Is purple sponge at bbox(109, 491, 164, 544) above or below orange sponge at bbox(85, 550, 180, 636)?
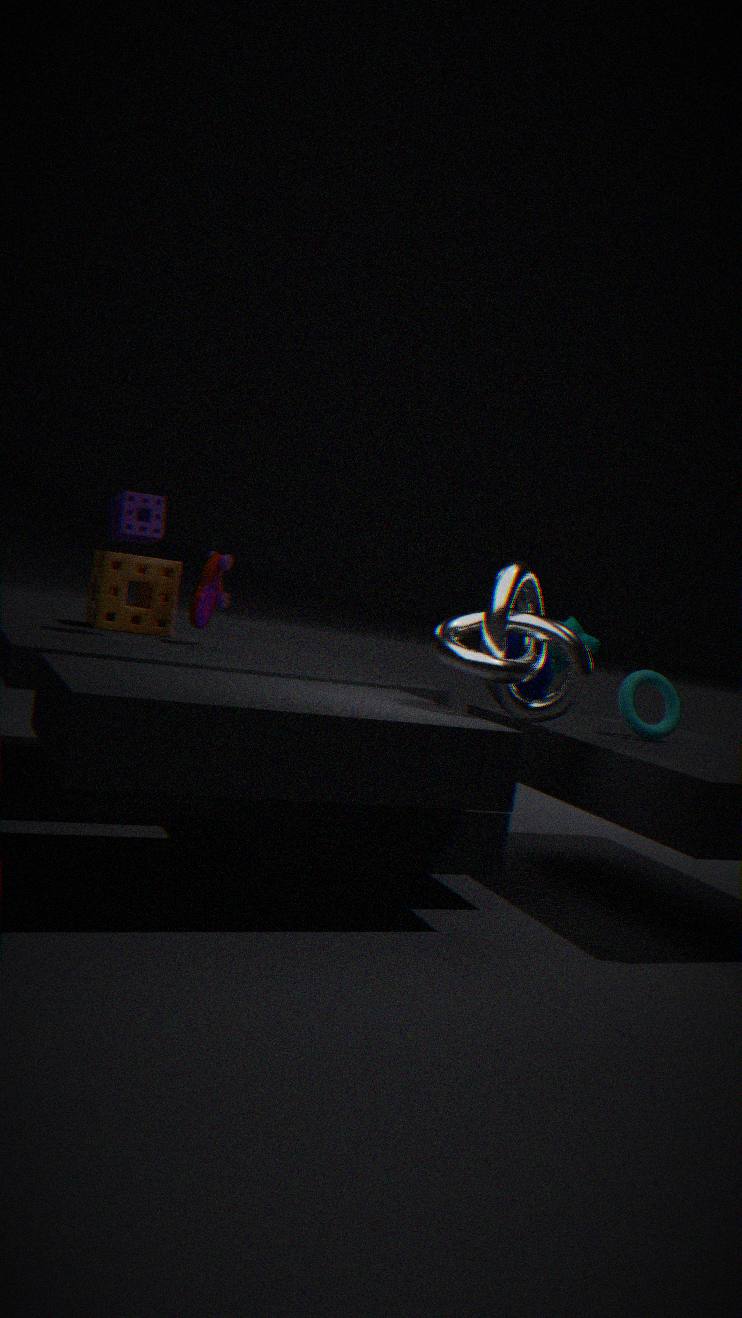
above
